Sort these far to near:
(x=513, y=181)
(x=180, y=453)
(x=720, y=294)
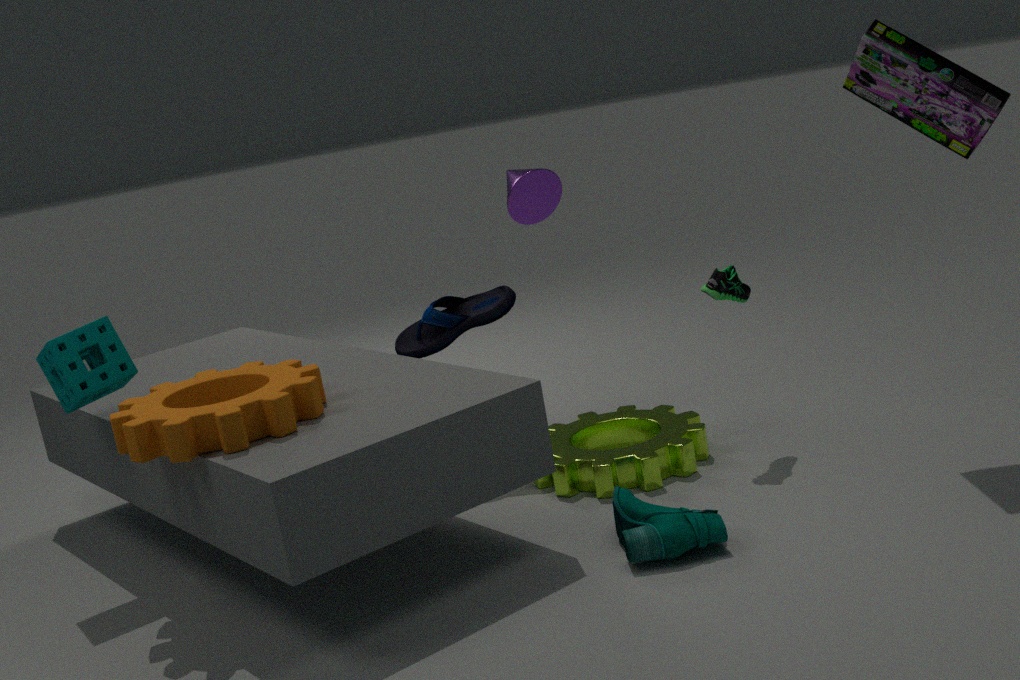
(x=513, y=181), (x=720, y=294), (x=180, y=453)
